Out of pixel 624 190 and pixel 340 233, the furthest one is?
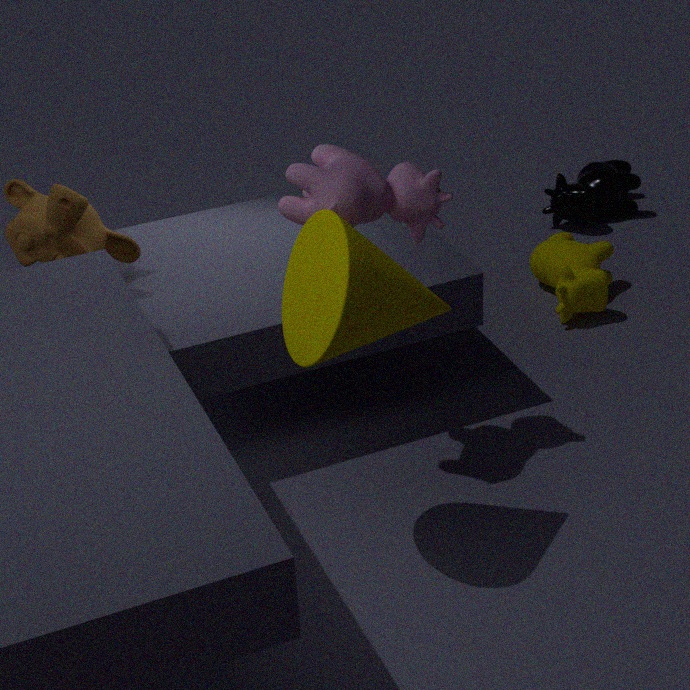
pixel 624 190
